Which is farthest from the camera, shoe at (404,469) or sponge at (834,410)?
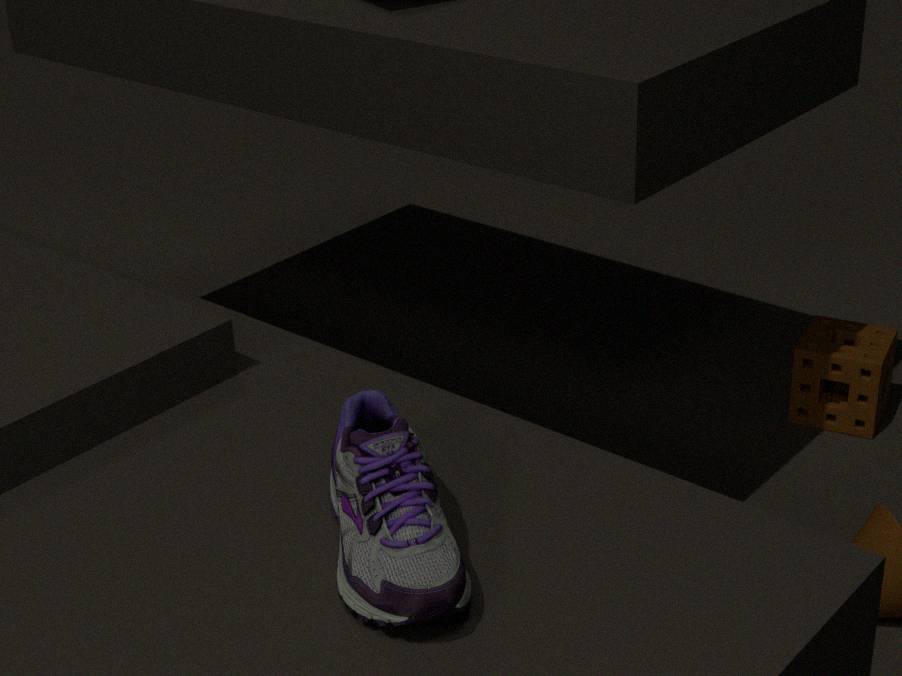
sponge at (834,410)
